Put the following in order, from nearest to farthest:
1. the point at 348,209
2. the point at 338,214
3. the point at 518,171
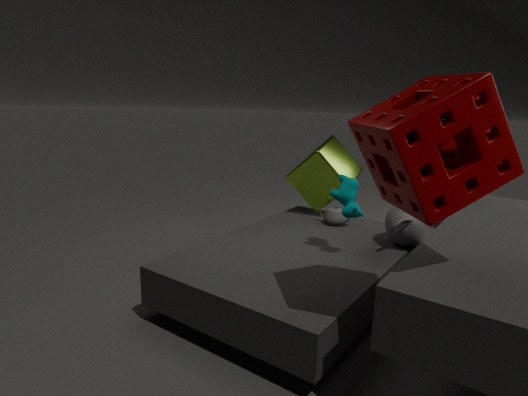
the point at 518,171
the point at 348,209
the point at 338,214
